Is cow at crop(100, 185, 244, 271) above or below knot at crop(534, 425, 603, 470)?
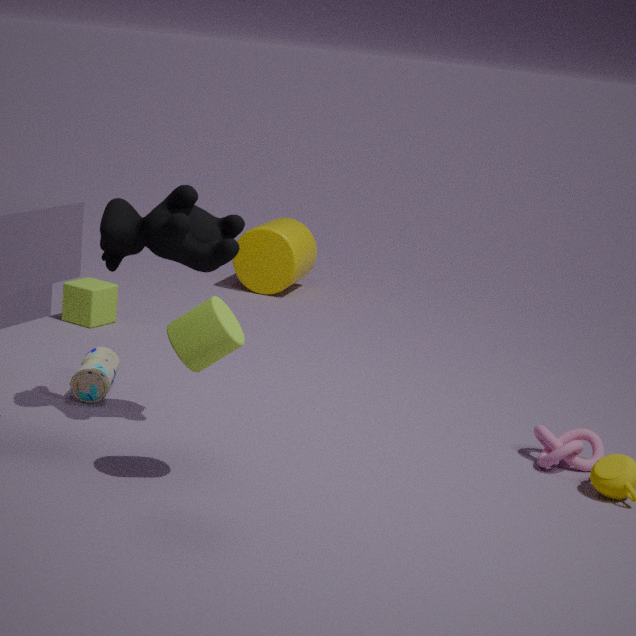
above
